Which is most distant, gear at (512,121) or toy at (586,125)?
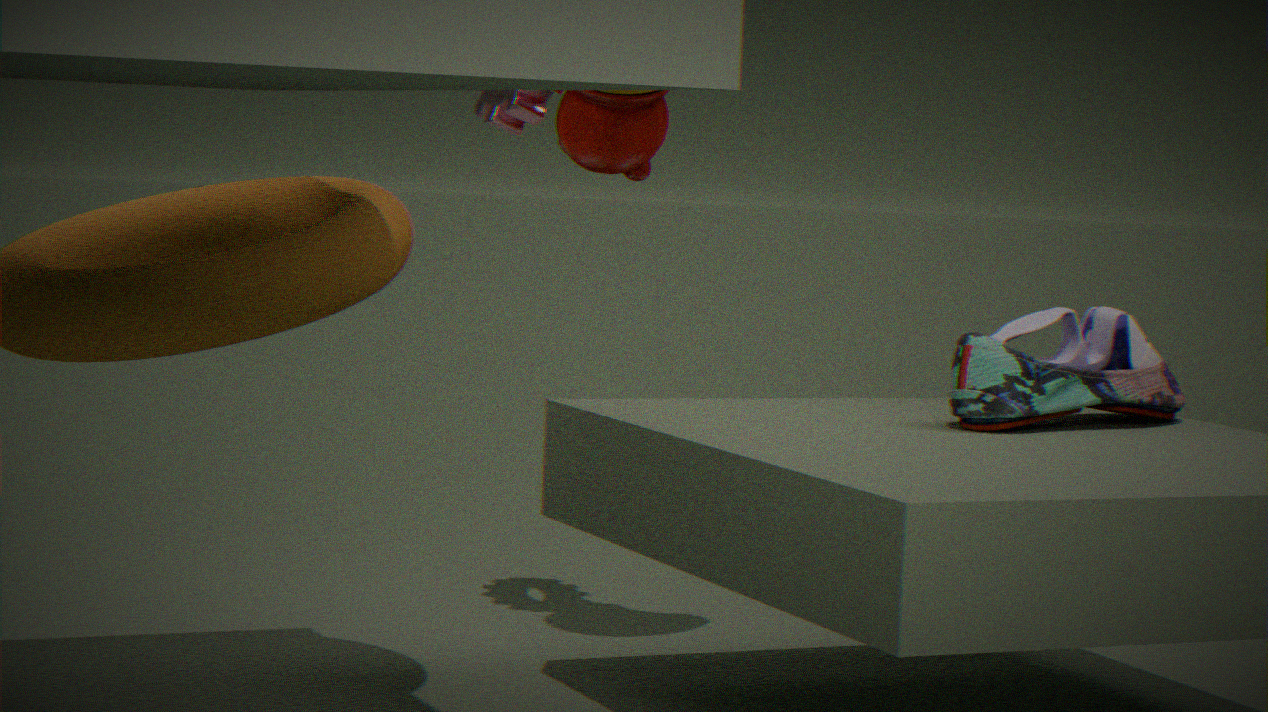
gear at (512,121)
